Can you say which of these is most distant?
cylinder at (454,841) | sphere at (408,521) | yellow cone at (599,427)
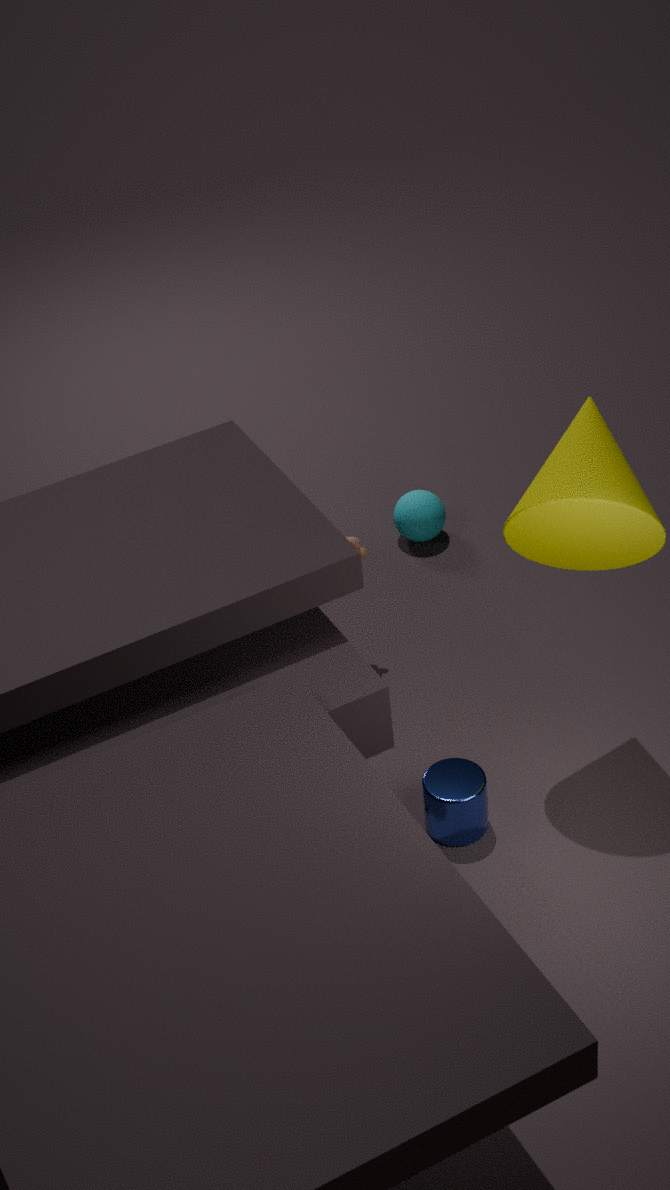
sphere at (408,521)
